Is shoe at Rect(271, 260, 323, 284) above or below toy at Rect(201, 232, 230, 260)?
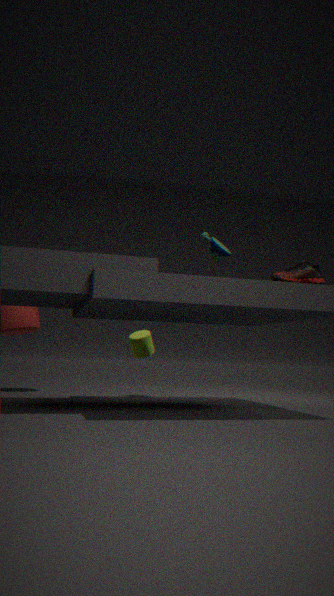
below
